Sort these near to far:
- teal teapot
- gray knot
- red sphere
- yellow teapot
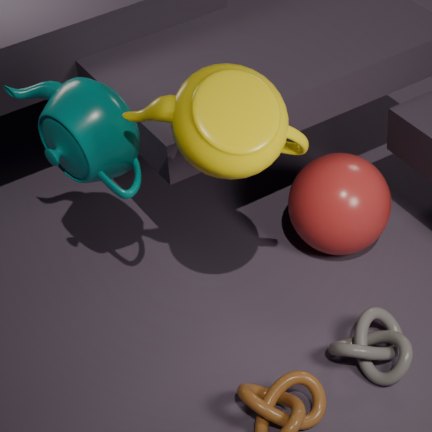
yellow teapot → teal teapot → gray knot → red sphere
